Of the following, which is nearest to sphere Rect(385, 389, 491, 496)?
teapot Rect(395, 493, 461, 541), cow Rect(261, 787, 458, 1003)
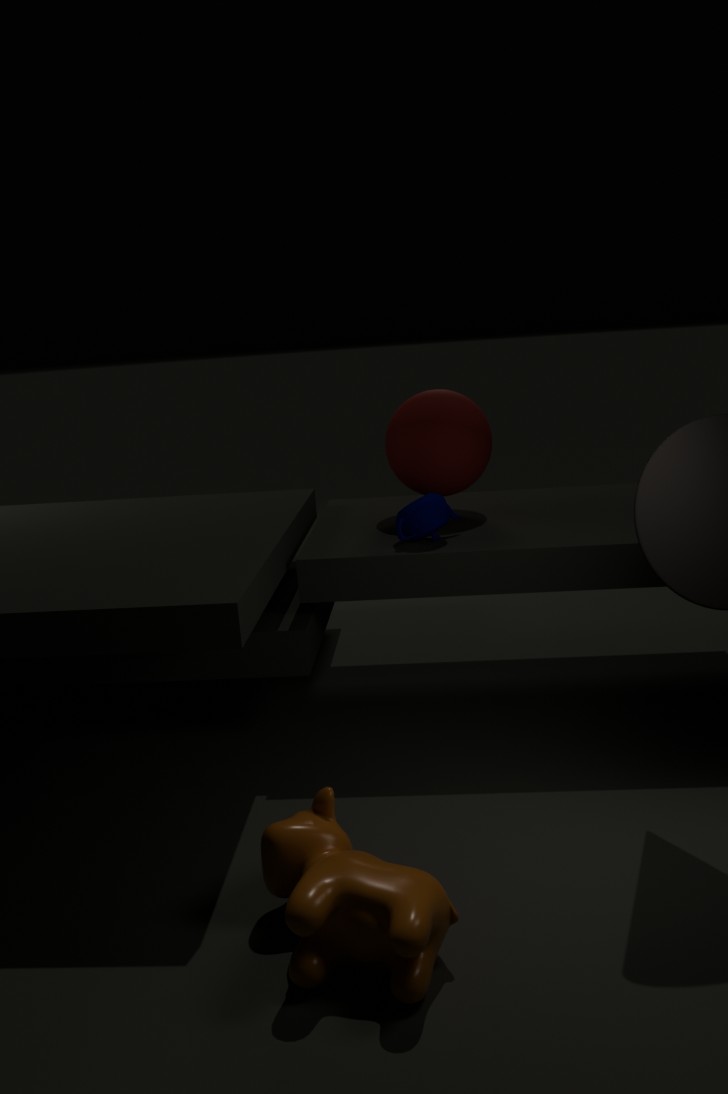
teapot Rect(395, 493, 461, 541)
